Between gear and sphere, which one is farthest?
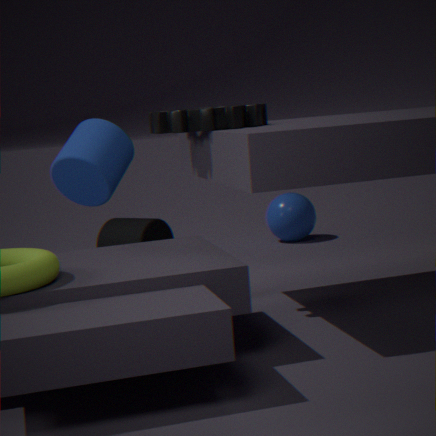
sphere
